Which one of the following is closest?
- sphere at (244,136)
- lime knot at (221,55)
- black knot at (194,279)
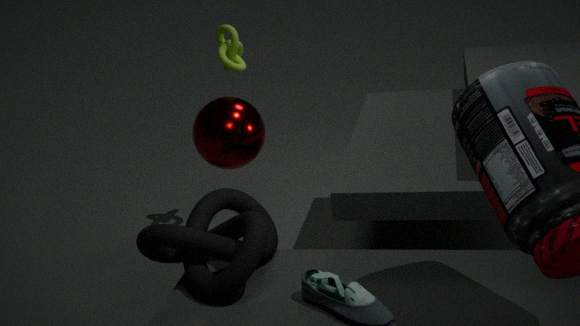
black knot at (194,279)
